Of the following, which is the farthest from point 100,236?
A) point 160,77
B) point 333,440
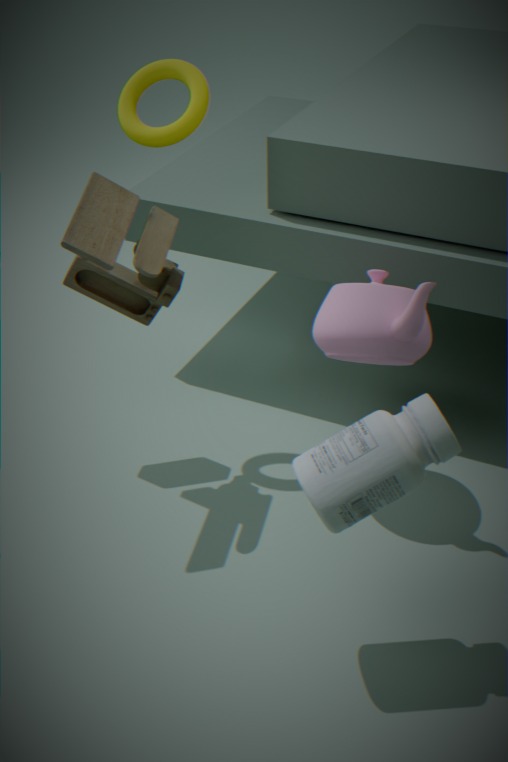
point 333,440
